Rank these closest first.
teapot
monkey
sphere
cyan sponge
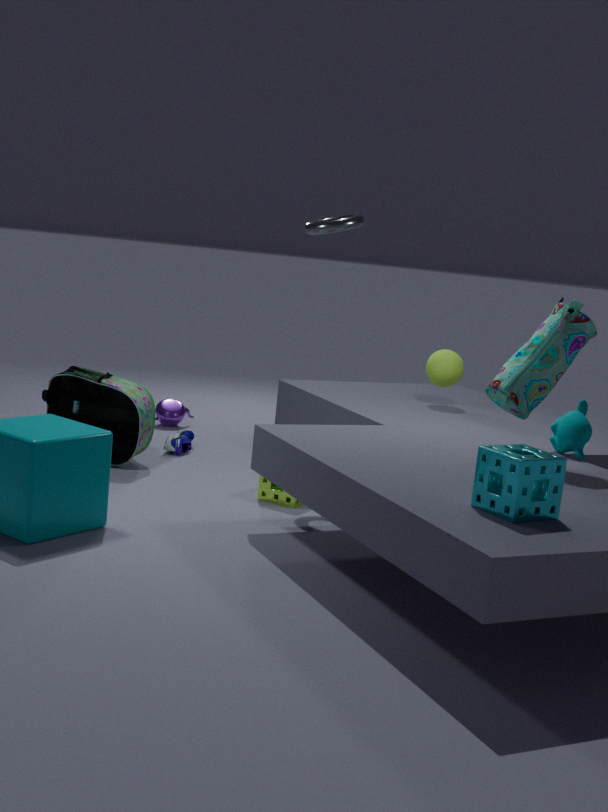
cyan sponge < monkey < sphere < teapot
